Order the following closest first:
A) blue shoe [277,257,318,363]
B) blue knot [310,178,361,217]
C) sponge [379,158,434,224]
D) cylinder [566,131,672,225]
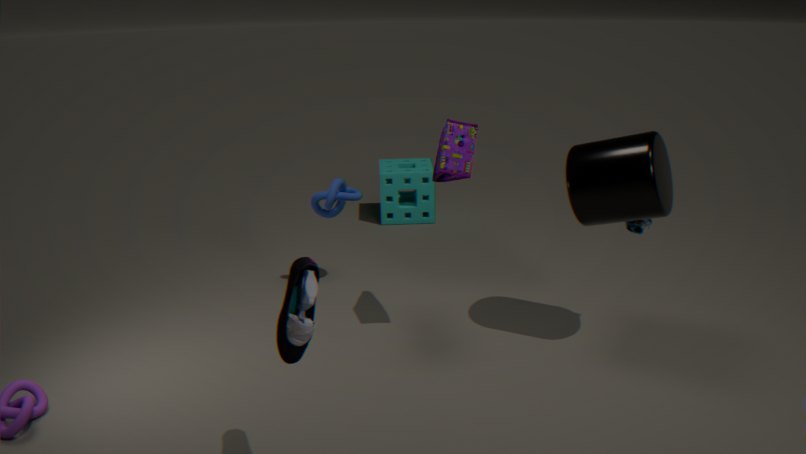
blue shoe [277,257,318,363]
cylinder [566,131,672,225]
blue knot [310,178,361,217]
sponge [379,158,434,224]
